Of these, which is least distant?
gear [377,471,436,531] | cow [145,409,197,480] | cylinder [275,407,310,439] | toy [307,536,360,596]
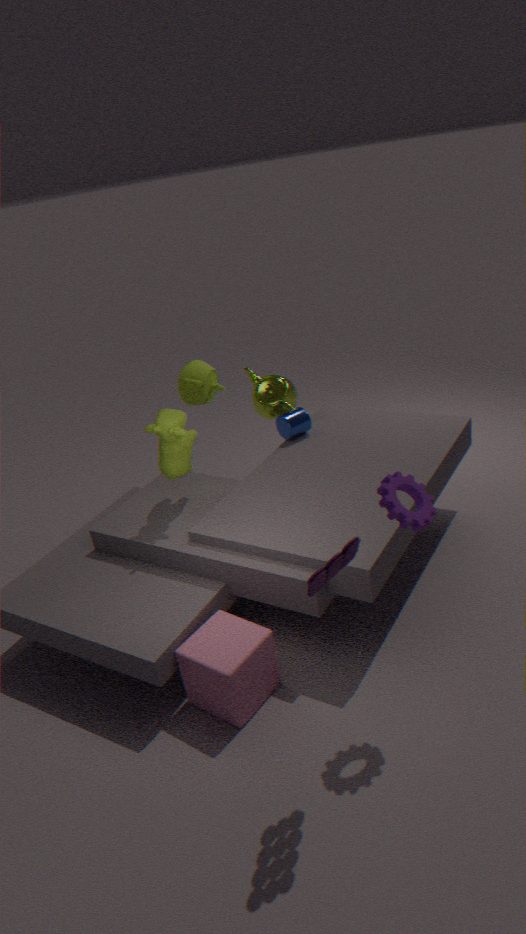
toy [307,536,360,596]
